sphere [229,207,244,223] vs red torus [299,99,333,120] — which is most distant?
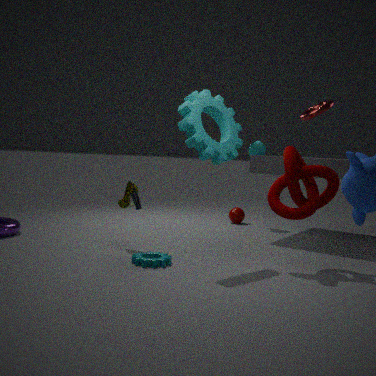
sphere [229,207,244,223]
